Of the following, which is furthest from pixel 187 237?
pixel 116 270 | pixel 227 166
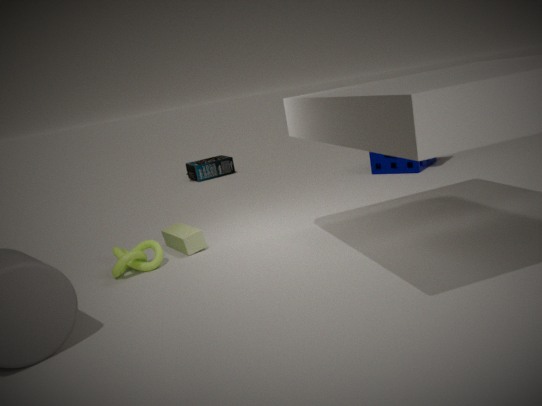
pixel 227 166
